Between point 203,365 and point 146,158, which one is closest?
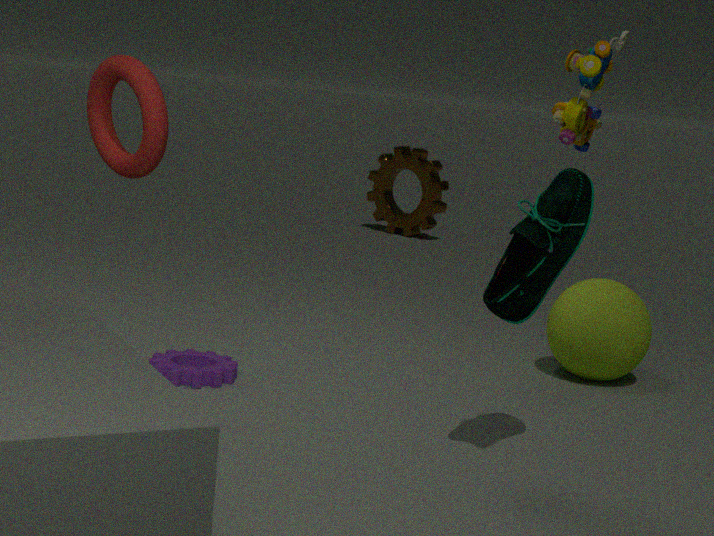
point 146,158
